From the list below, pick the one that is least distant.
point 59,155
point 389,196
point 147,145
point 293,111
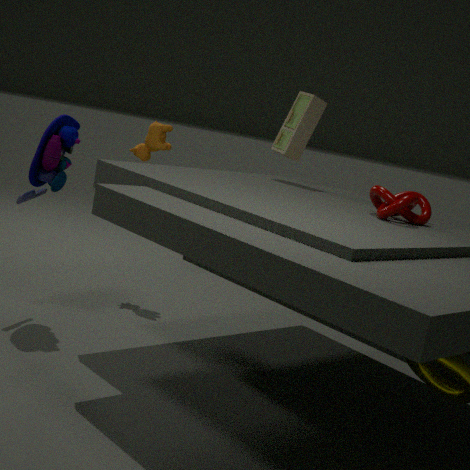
point 389,196
